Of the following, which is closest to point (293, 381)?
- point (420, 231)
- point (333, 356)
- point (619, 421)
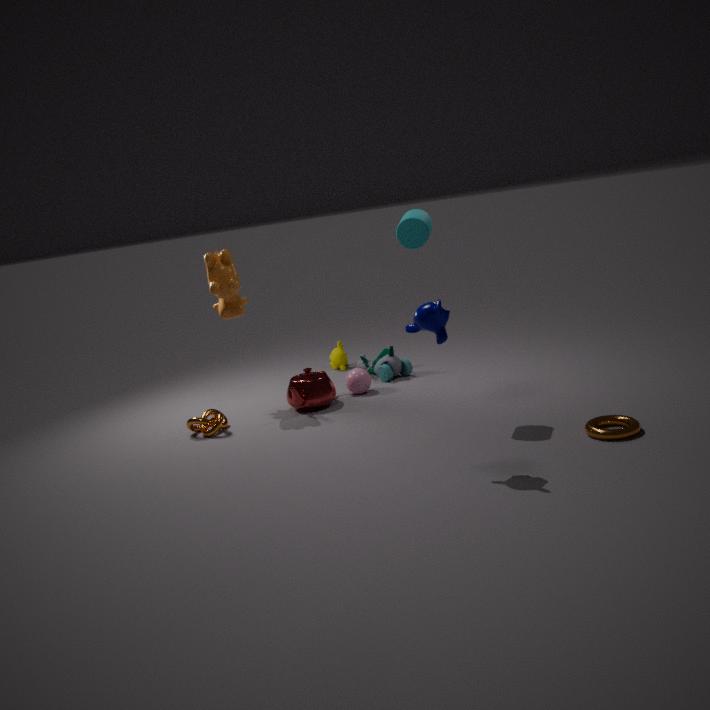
point (333, 356)
